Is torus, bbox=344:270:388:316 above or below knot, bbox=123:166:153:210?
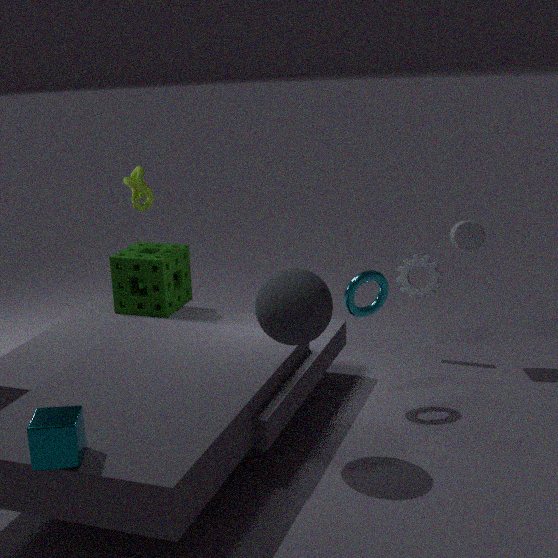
below
